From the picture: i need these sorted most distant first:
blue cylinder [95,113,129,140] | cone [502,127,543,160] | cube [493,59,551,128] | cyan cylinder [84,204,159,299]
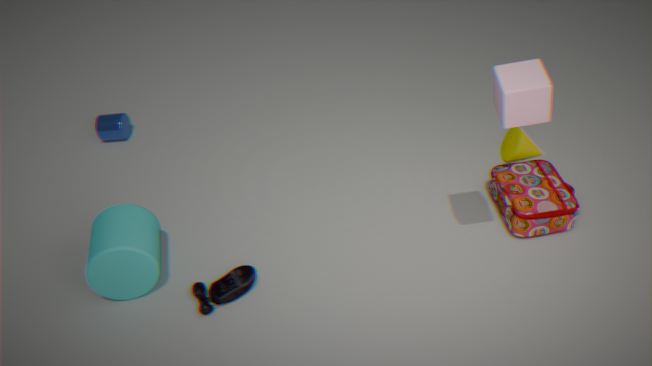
blue cylinder [95,113,129,140] → cone [502,127,543,160] → cyan cylinder [84,204,159,299] → cube [493,59,551,128]
